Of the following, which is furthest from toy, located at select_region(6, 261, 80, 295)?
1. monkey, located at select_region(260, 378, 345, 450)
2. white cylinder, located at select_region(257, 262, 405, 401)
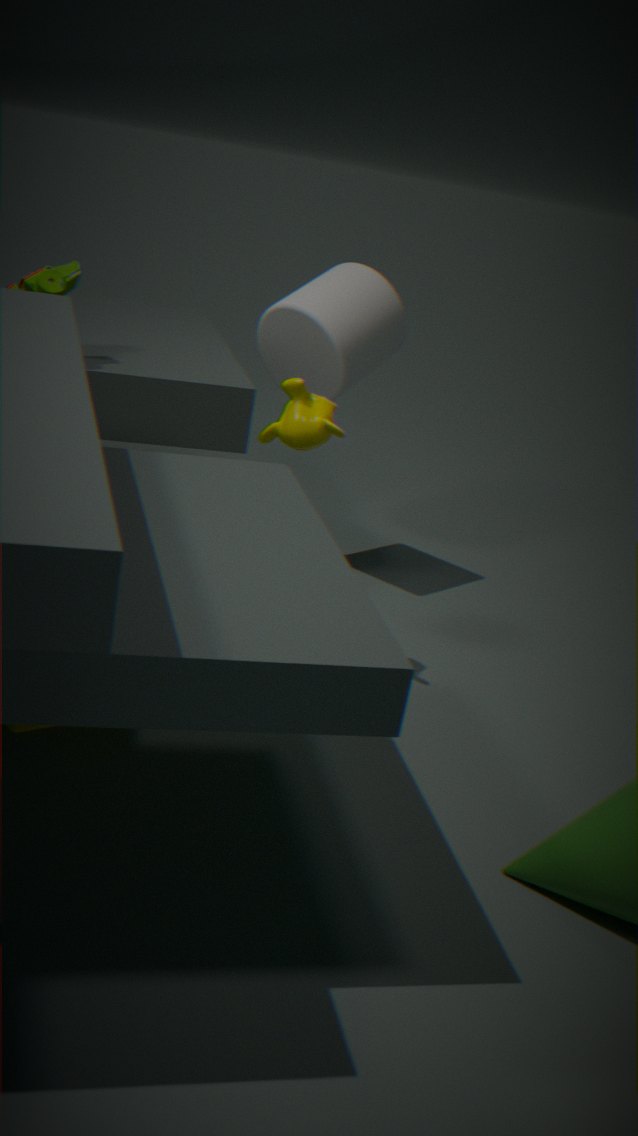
monkey, located at select_region(260, 378, 345, 450)
